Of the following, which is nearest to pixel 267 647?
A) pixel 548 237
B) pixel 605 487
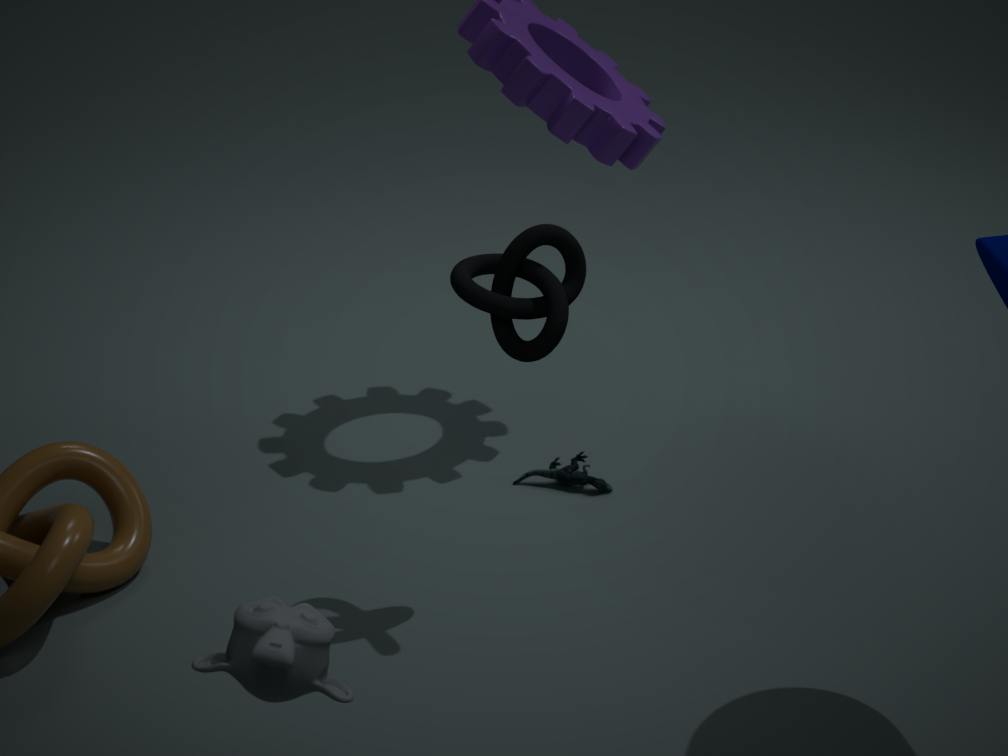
pixel 548 237
